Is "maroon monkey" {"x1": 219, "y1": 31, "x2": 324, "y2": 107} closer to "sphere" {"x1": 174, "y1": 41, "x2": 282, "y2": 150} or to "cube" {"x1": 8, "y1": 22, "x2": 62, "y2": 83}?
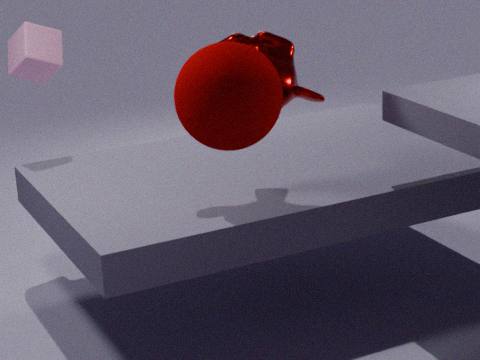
"sphere" {"x1": 174, "y1": 41, "x2": 282, "y2": 150}
